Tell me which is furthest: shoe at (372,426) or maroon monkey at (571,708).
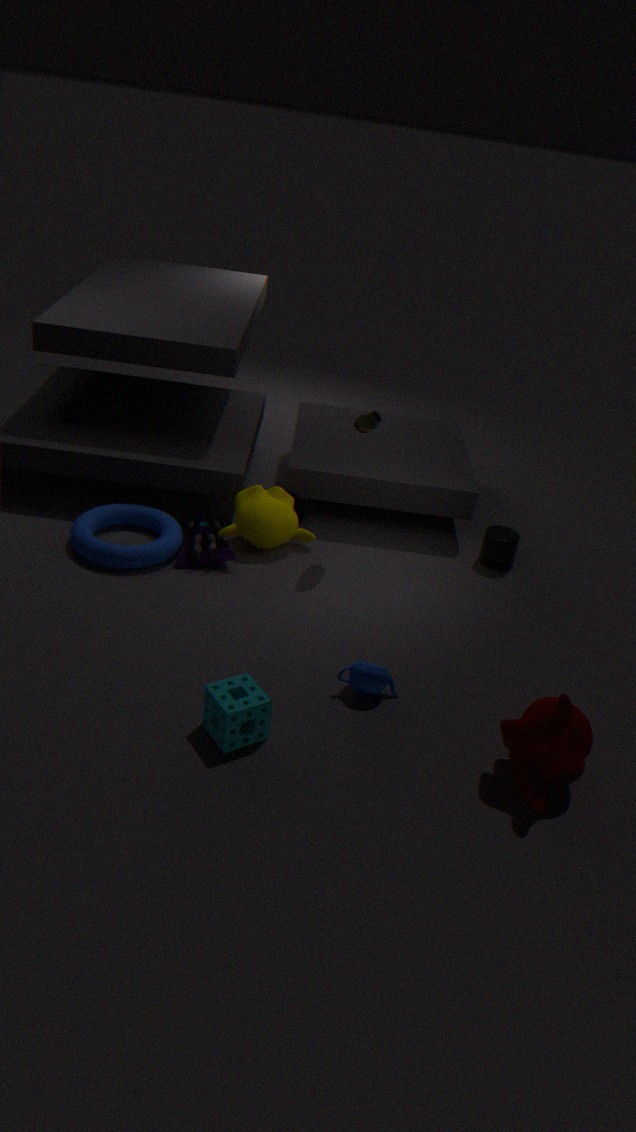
shoe at (372,426)
